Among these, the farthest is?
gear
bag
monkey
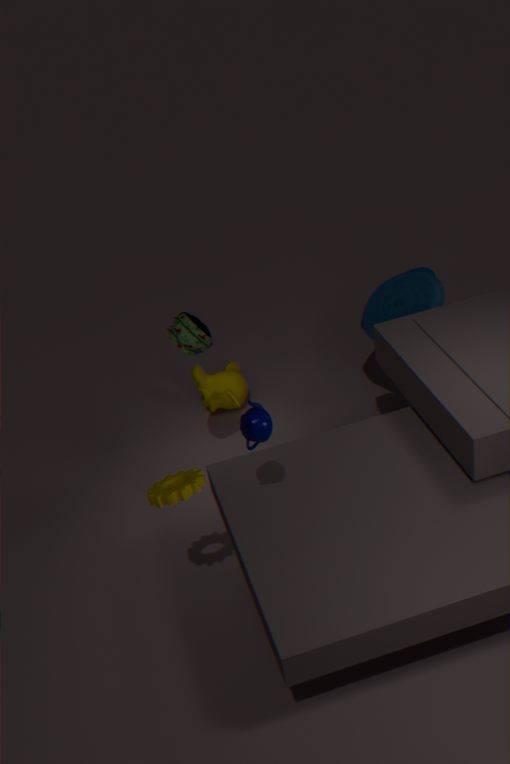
monkey
